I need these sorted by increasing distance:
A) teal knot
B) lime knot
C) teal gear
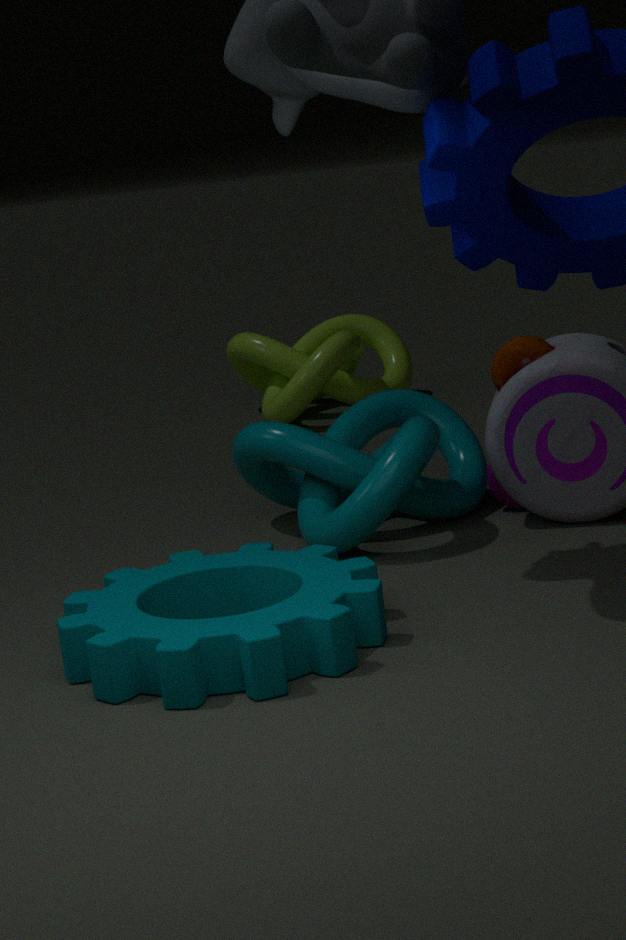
1. teal gear
2. teal knot
3. lime knot
